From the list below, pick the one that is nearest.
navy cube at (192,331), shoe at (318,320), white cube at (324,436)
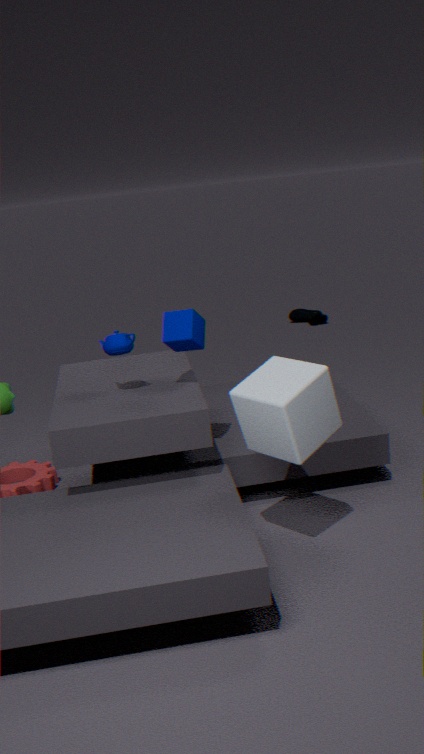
white cube at (324,436)
